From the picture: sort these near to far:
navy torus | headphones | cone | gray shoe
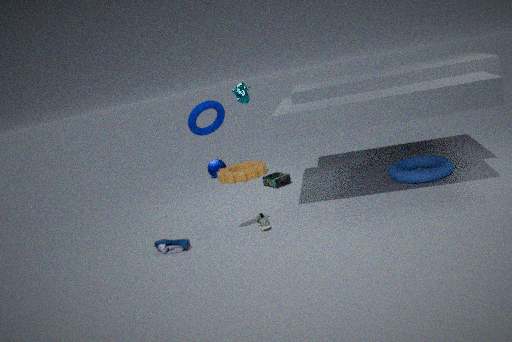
navy torus
gray shoe
headphones
cone
